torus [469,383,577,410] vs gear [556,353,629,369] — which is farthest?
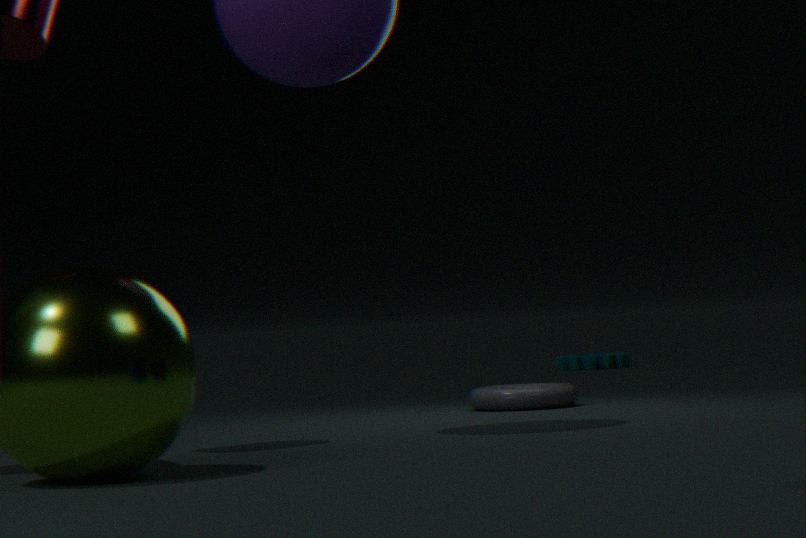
gear [556,353,629,369]
